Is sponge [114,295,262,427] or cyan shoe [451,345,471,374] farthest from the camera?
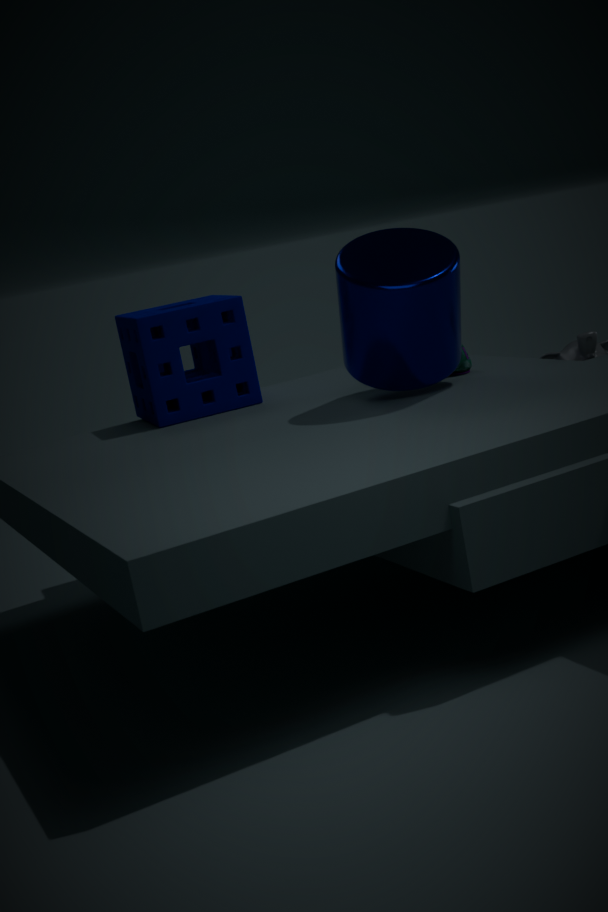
sponge [114,295,262,427]
